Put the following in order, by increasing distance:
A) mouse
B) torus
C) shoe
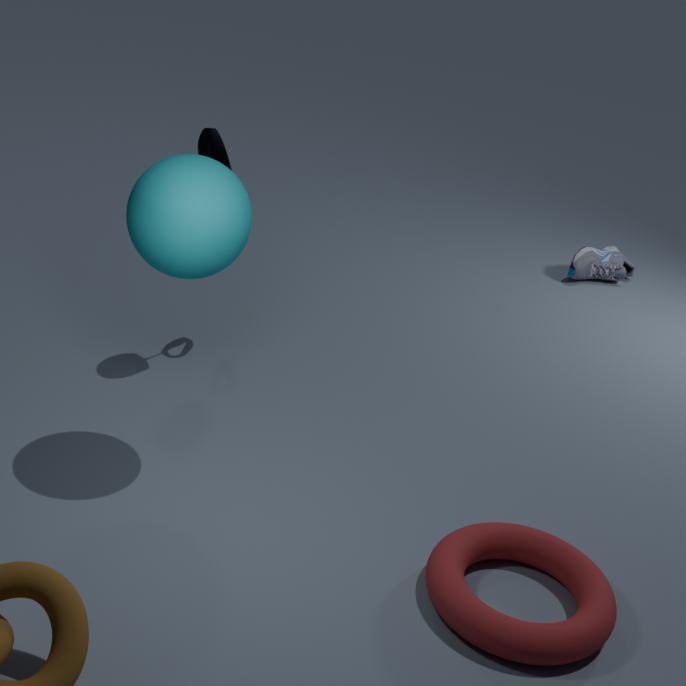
torus → mouse → shoe
